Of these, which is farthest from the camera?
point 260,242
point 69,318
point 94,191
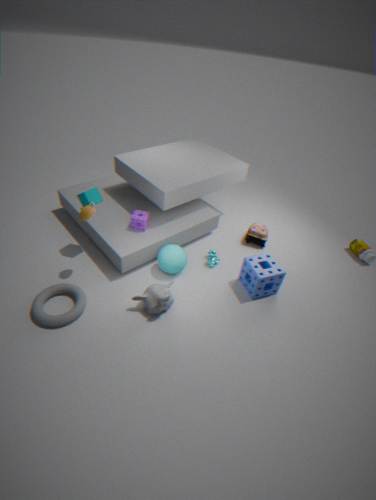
point 260,242
